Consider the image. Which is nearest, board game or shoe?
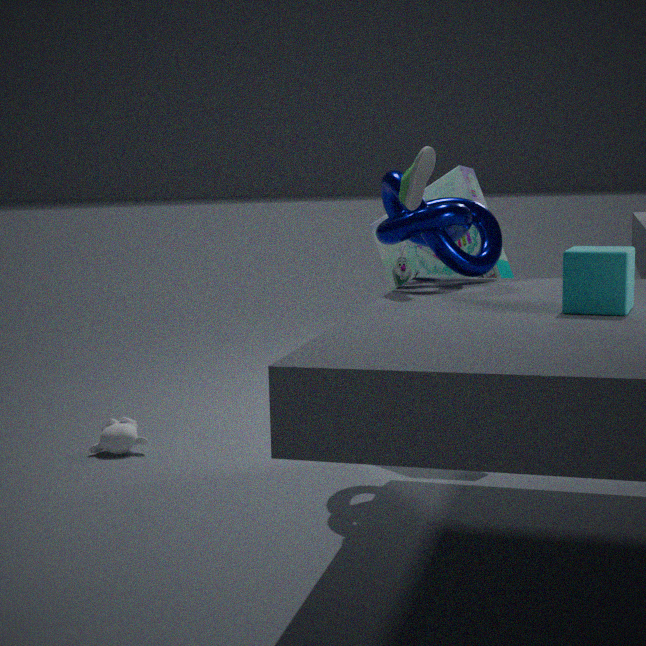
shoe
